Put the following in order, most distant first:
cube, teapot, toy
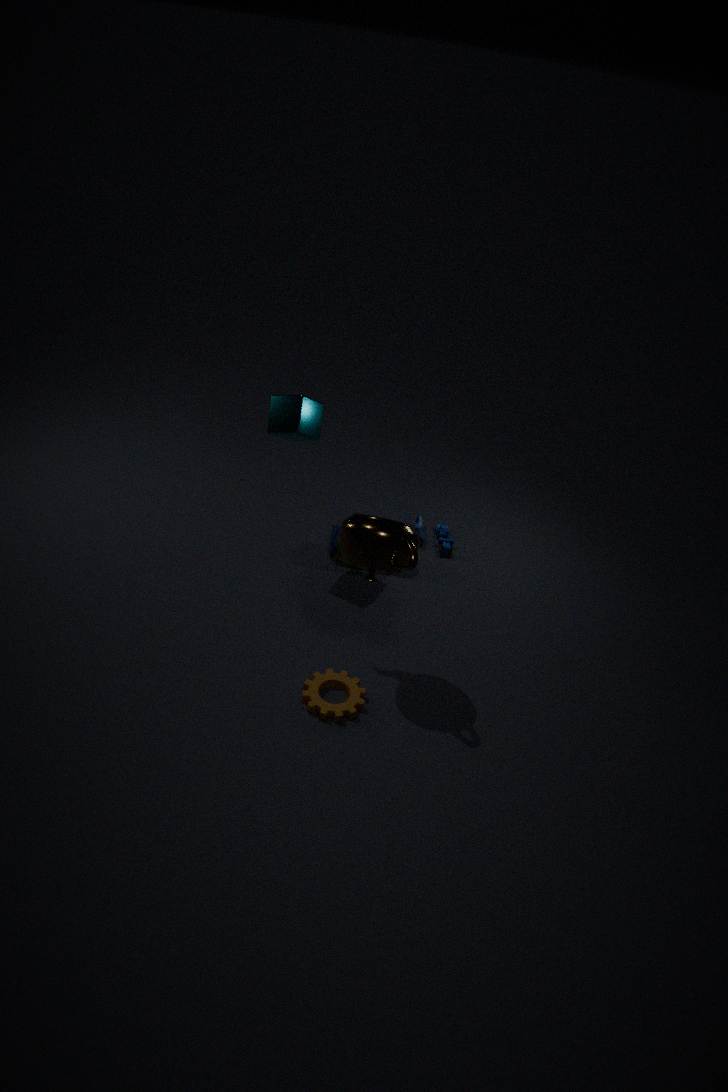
toy → cube → teapot
